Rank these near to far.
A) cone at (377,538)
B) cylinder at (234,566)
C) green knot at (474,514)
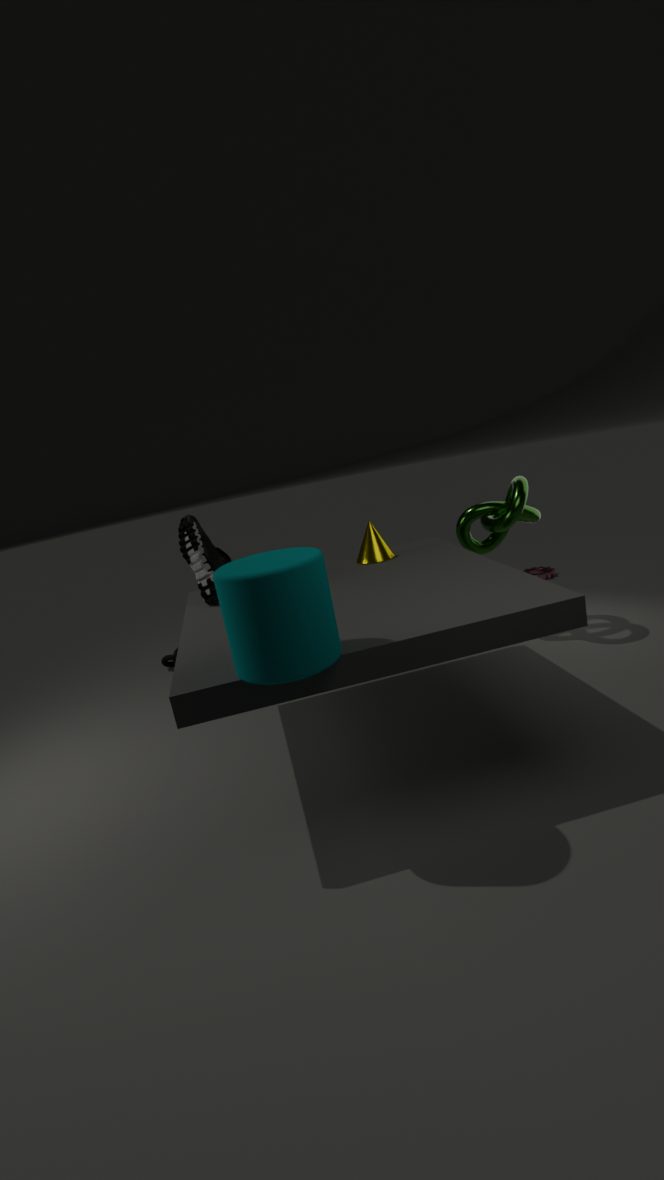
B. cylinder at (234,566) → A. cone at (377,538) → C. green knot at (474,514)
